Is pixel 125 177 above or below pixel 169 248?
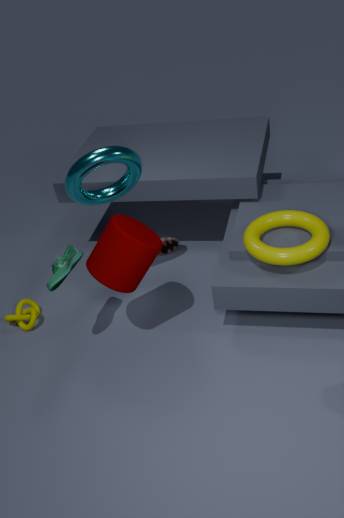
above
